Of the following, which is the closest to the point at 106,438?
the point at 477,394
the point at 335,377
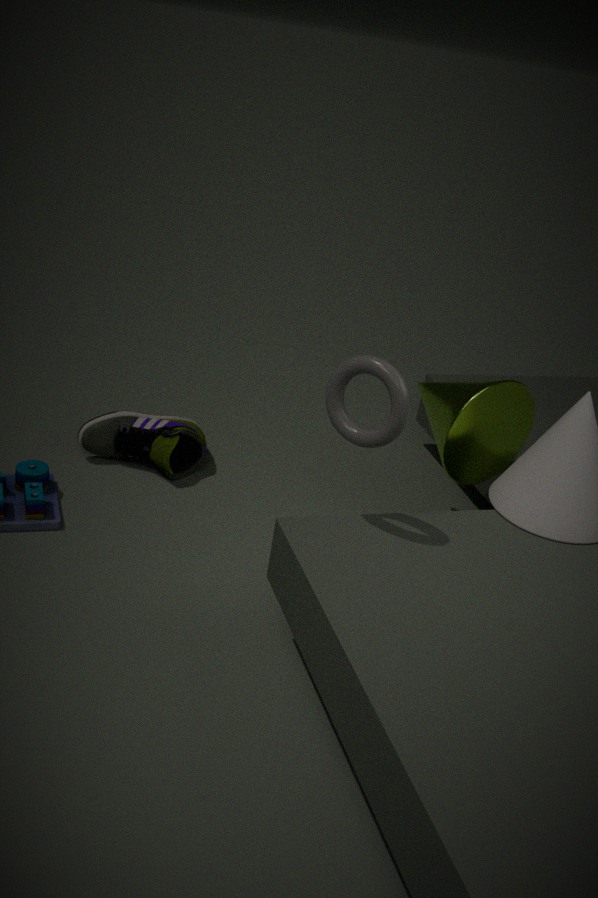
the point at 477,394
